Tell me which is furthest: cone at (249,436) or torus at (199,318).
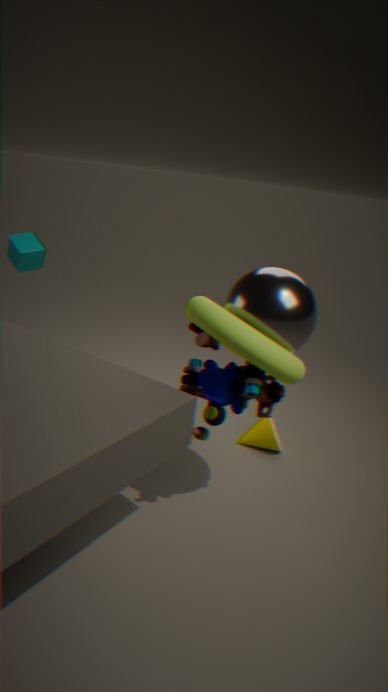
cone at (249,436)
